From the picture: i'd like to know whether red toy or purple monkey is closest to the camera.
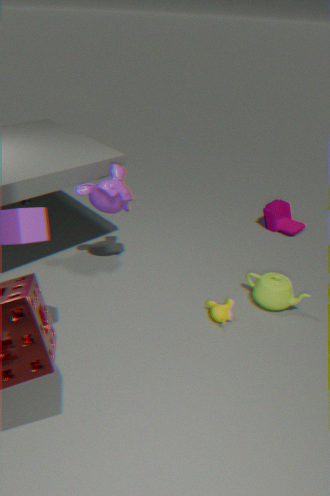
purple monkey
